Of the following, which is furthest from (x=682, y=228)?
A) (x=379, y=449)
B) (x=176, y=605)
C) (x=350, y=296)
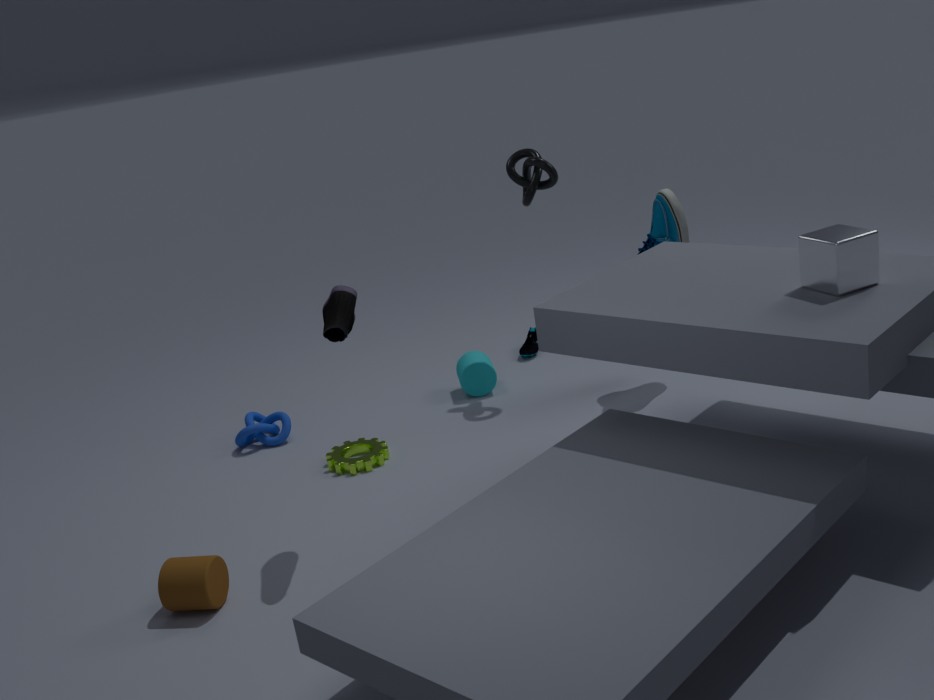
(x=176, y=605)
